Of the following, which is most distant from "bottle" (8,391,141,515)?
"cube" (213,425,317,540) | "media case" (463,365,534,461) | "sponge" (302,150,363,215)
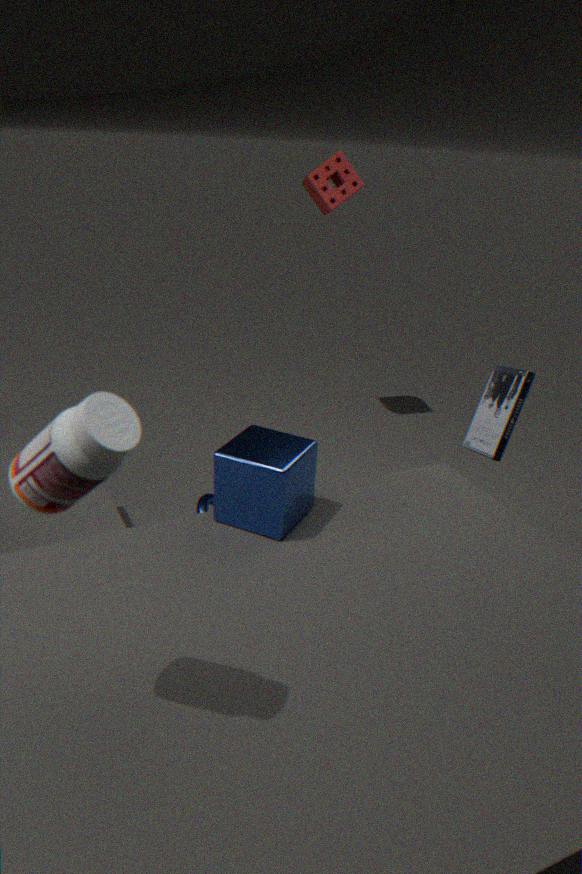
"sponge" (302,150,363,215)
